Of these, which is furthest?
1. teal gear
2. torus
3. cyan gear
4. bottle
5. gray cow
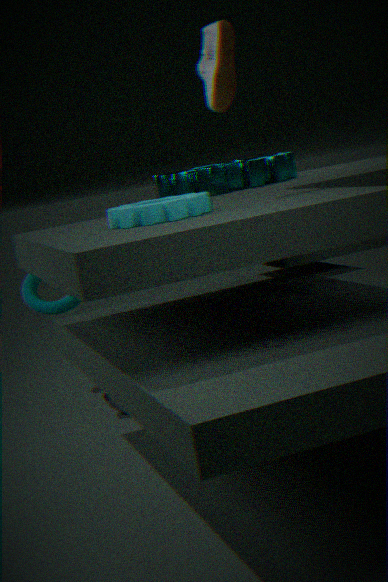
torus
